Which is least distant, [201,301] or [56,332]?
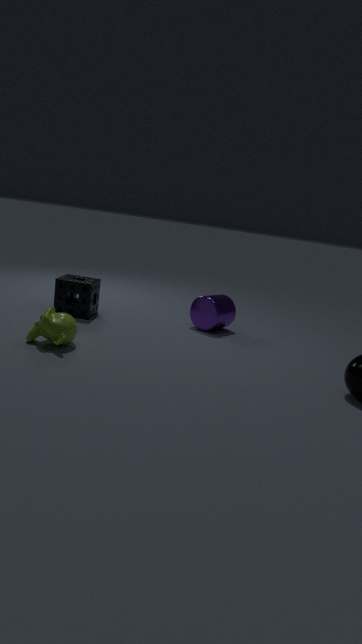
[56,332]
